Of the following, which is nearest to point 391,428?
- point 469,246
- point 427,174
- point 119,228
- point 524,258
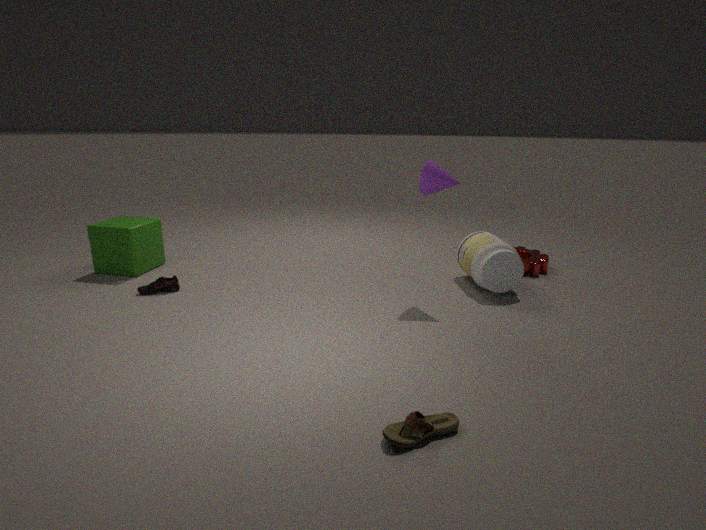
point 427,174
